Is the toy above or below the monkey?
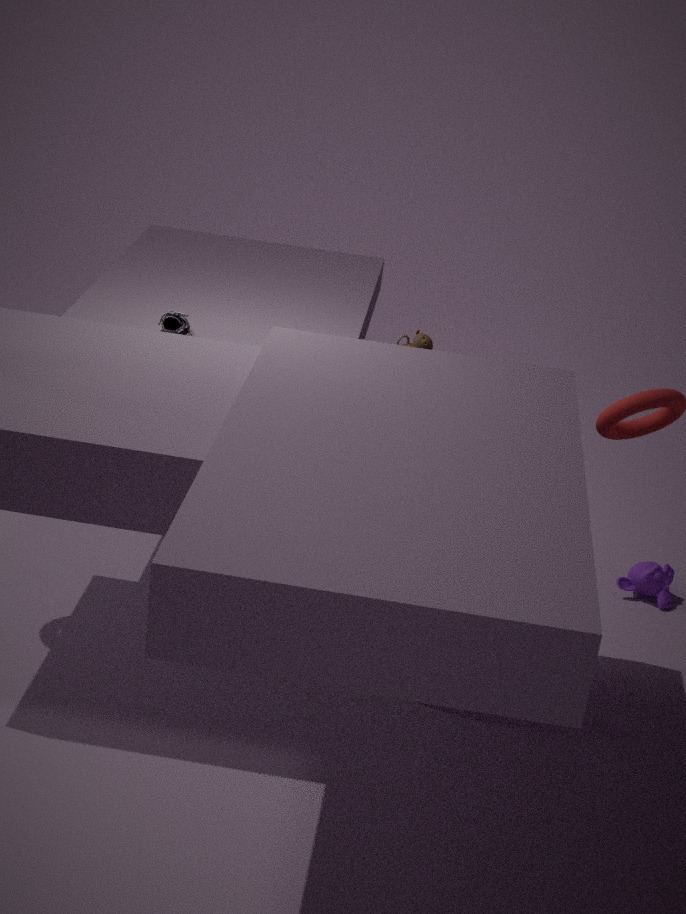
above
